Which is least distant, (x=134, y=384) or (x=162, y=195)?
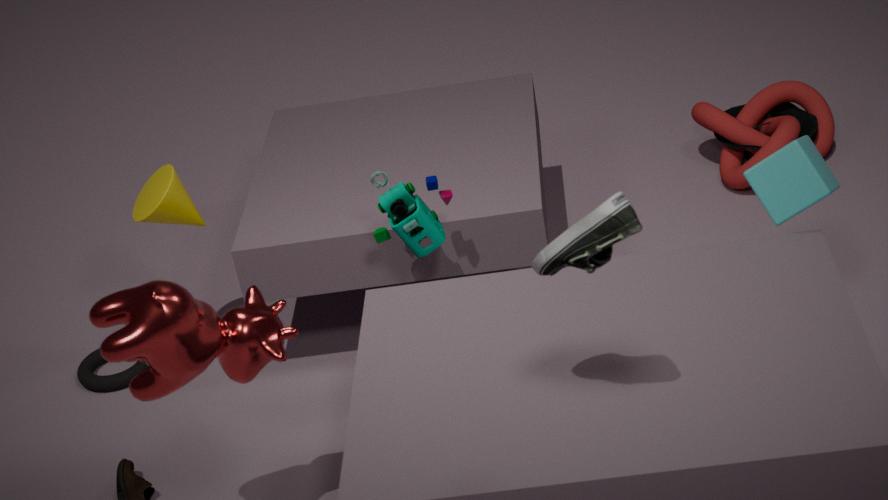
(x=134, y=384)
